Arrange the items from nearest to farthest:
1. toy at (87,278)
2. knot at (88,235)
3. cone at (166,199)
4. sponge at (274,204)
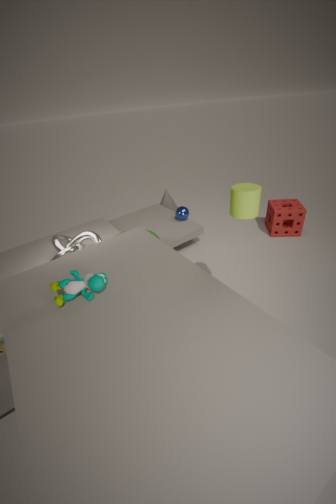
toy at (87,278) < knot at (88,235) < sponge at (274,204) < cone at (166,199)
